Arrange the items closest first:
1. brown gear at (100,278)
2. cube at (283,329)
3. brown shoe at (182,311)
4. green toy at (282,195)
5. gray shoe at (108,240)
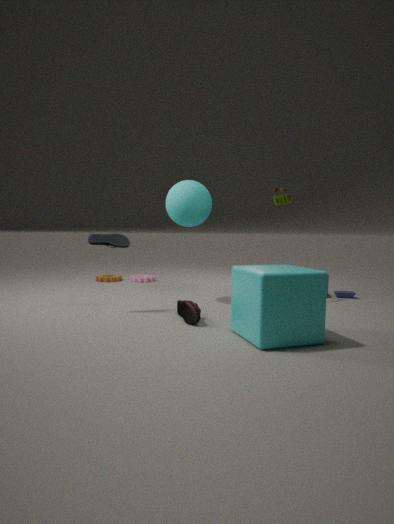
cube at (283,329) < brown shoe at (182,311) < gray shoe at (108,240) < green toy at (282,195) < brown gear at (100,278)
